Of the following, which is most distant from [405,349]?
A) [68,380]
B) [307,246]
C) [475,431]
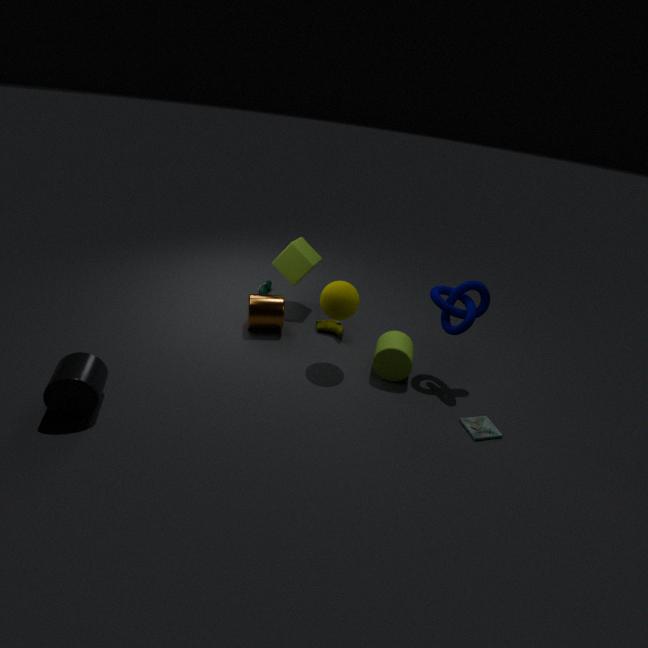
[68,380]
